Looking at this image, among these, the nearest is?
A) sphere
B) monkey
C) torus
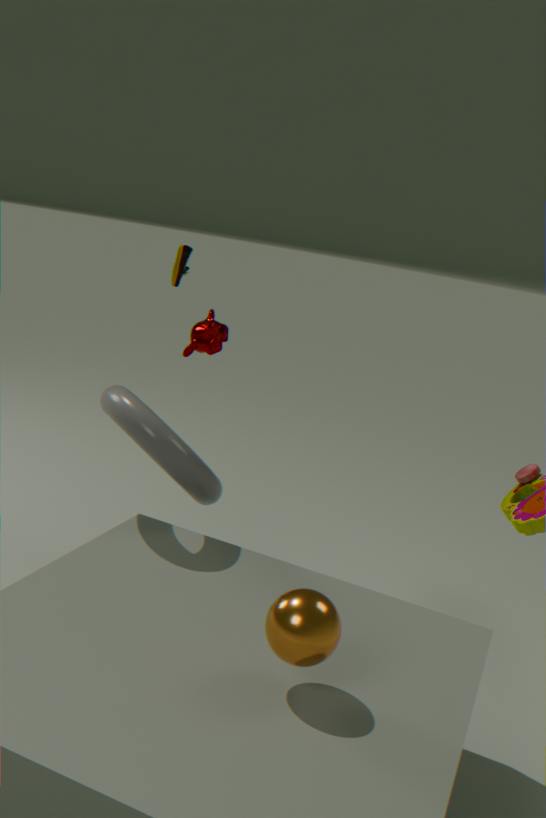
sphere
